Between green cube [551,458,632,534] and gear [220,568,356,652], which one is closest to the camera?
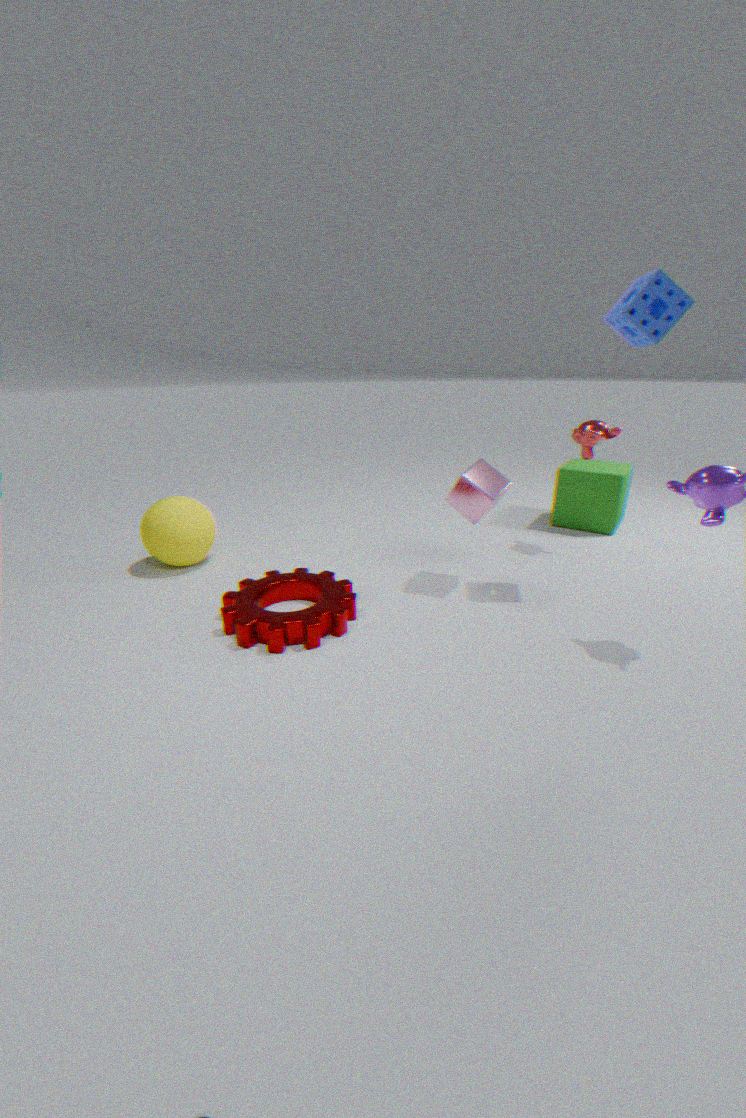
gear [220,568,356,652]
